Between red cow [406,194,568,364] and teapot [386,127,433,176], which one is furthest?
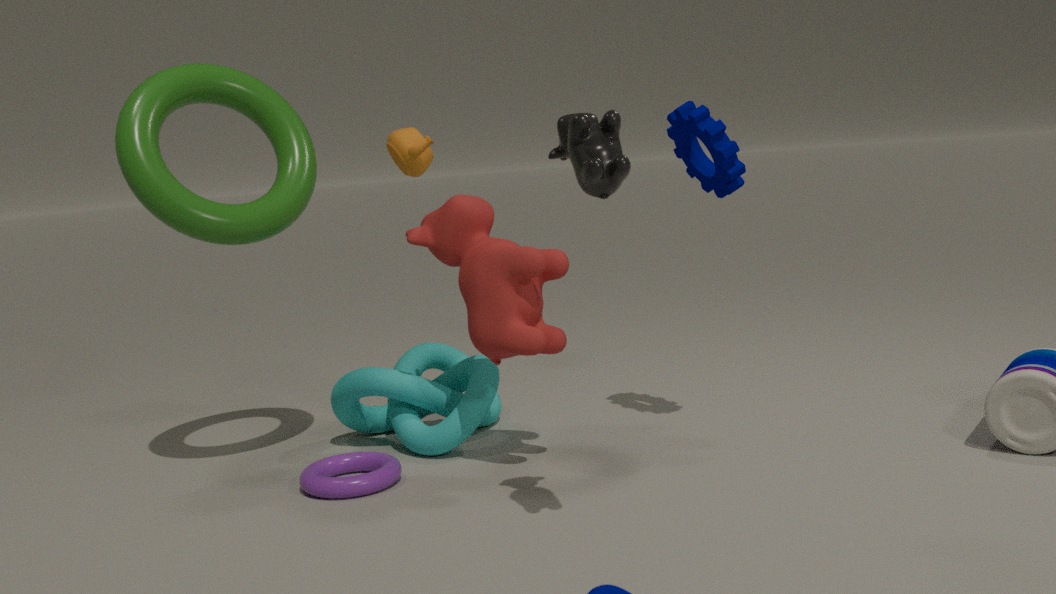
teapot [386,127,433,176]
